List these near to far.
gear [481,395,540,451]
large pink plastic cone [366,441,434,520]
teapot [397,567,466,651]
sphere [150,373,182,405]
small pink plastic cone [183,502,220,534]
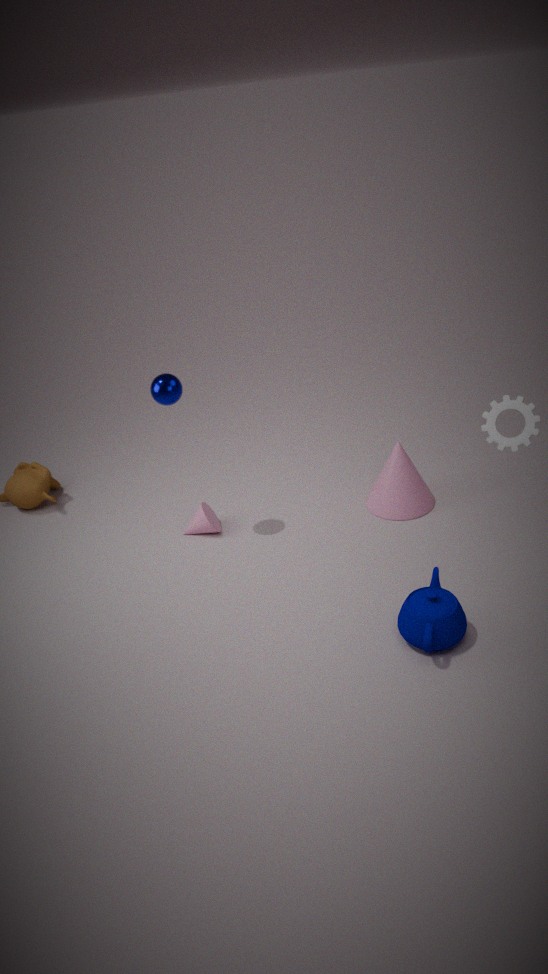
1. teapot [397,567,466,651]
2. gear [481,395,540,451]
3. sphere [150,373,182,405]
4. large pink plastic cone [366,441,434,520]
5. small pink plastic cone [183,502,220,534]
